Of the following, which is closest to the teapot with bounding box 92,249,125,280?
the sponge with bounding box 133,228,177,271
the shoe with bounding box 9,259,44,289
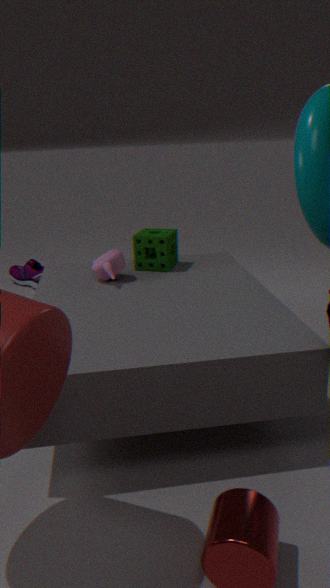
the sponge with bounding box 133,228,177,271
